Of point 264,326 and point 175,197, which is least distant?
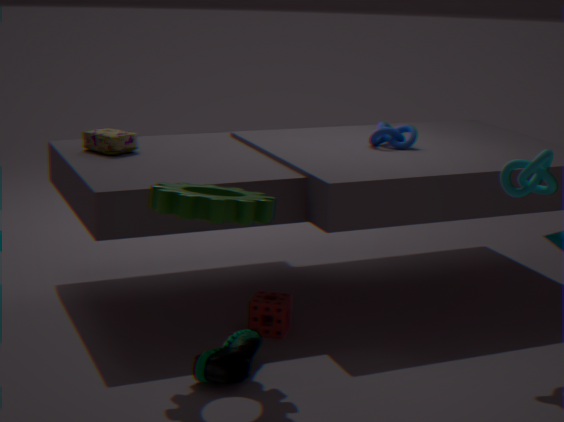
point 175,197
